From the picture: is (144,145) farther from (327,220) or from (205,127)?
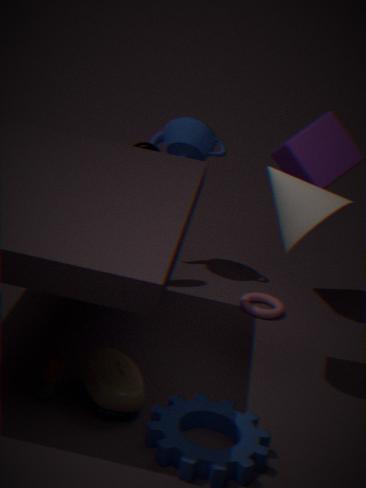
(327,220)
